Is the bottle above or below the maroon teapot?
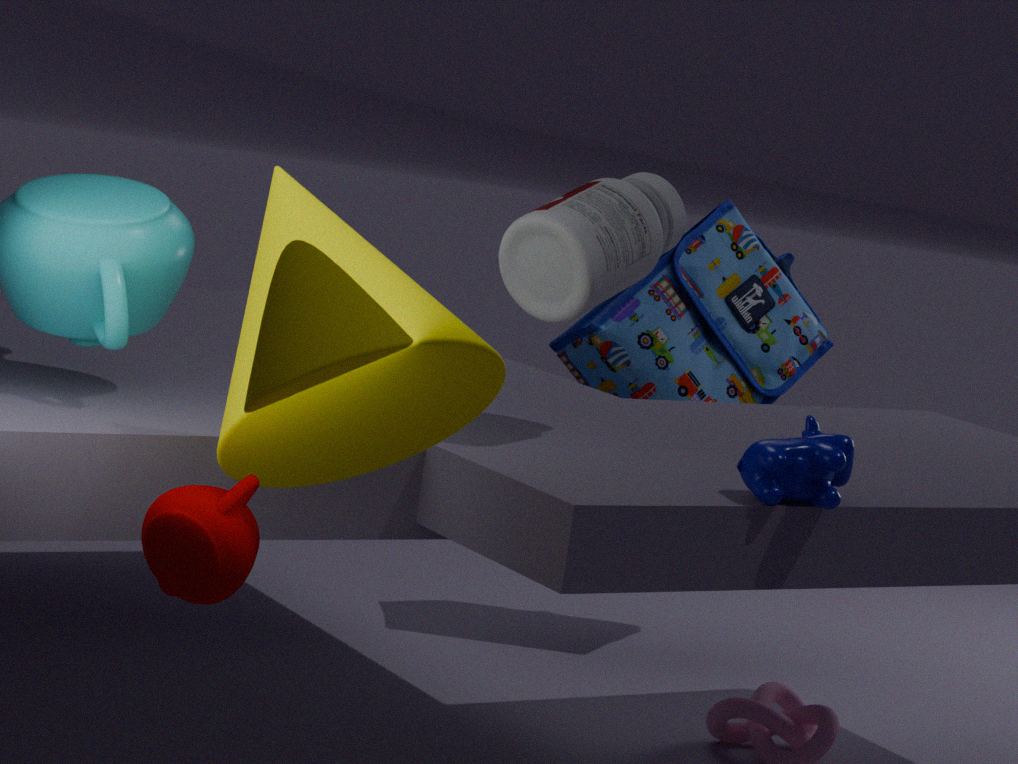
above
